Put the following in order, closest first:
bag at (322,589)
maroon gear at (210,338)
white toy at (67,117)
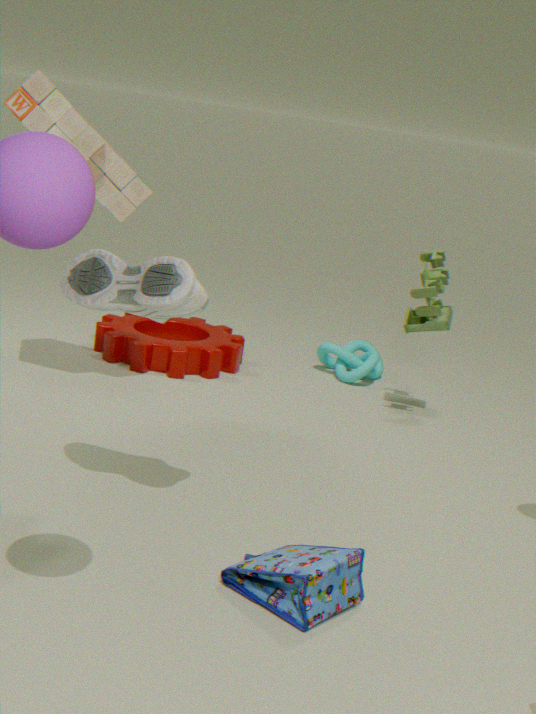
bag at (322,589)
white toy at (67,117)
maroon gear at (210,338)
